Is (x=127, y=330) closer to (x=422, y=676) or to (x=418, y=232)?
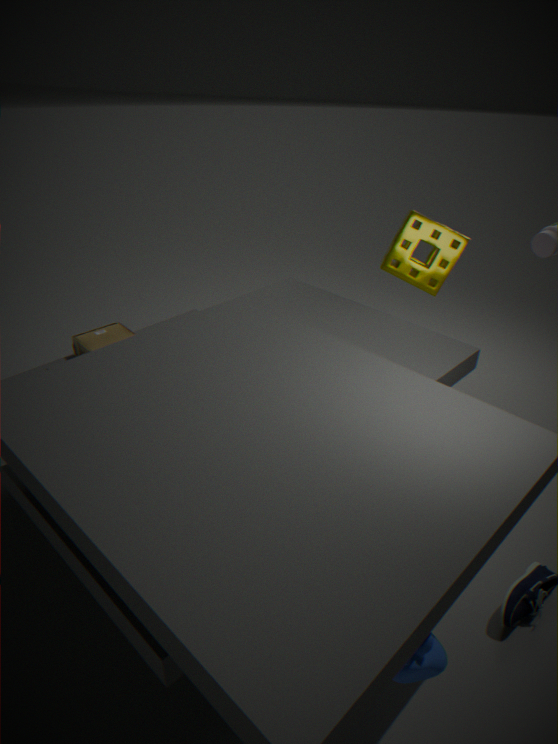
(x=418, y=232)
